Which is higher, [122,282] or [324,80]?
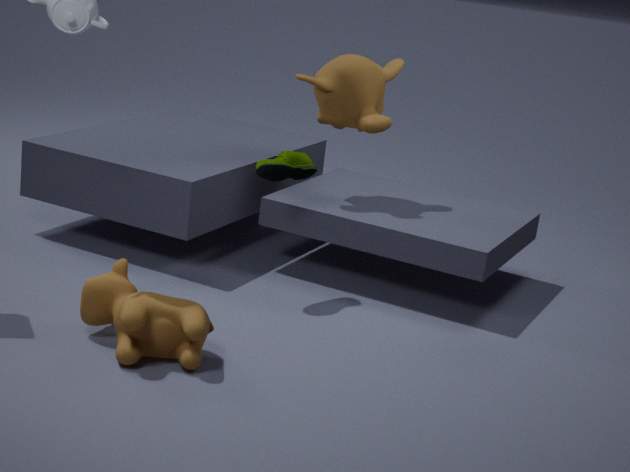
[324,80]
